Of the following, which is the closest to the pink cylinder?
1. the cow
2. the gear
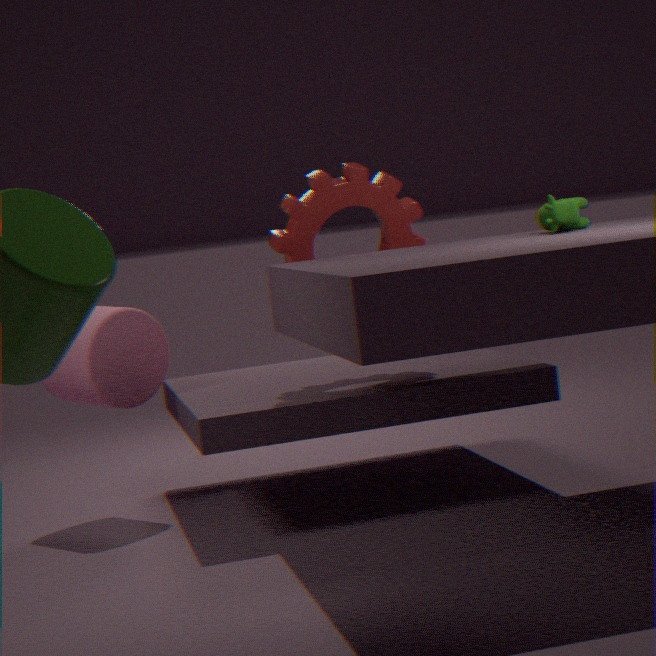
the gear
